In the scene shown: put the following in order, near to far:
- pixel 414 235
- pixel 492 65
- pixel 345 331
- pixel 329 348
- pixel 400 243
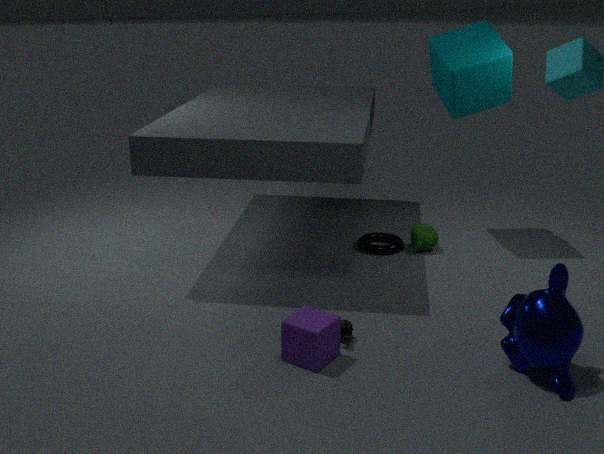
pixel 329 348
pixel 345 331
pixel 492 65
pixel 414 235
pixel 400 243
